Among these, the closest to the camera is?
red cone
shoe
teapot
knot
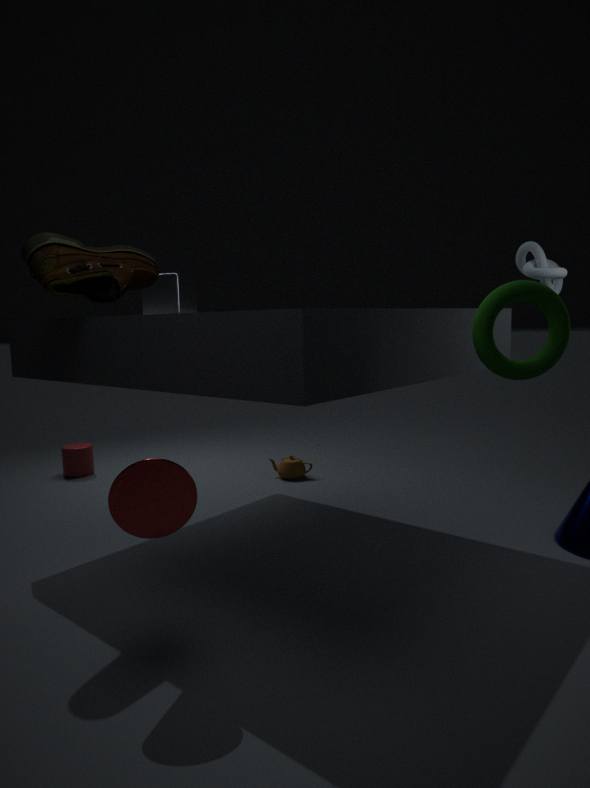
red cone
